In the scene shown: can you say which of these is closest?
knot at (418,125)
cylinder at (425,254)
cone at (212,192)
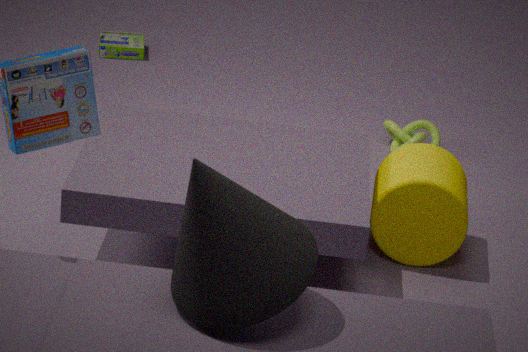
cone at (212,192)
